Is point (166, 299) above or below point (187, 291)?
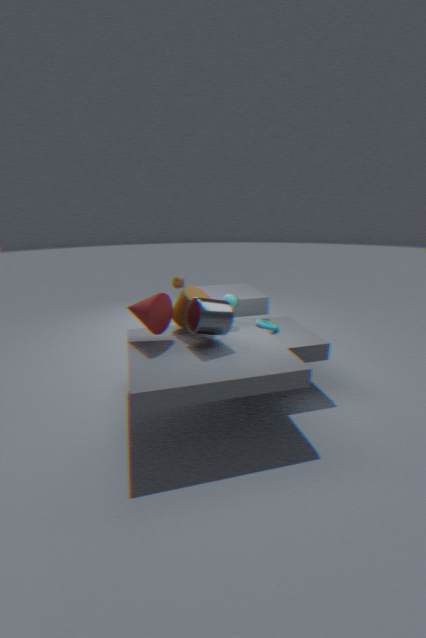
above
